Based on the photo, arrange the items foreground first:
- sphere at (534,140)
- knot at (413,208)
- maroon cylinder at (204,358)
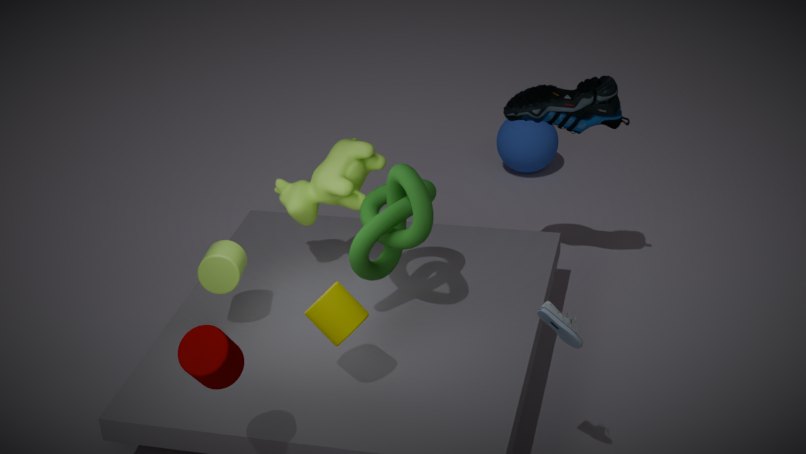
maroon cylinder at (204,358)
knot at (413,208)
sphere at (534,140)
